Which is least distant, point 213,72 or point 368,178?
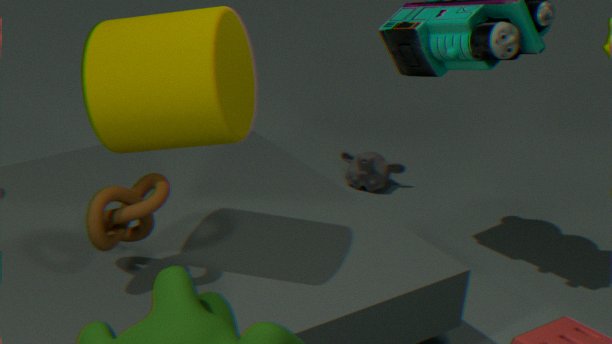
point 213,72
